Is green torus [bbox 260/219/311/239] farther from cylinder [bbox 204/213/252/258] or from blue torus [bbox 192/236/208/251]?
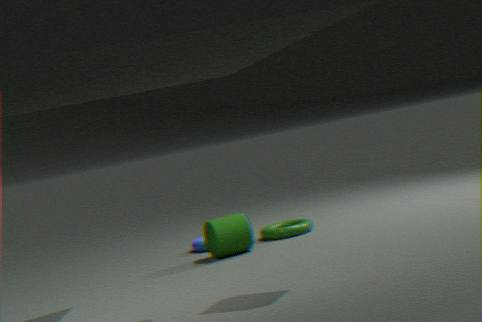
cylinder [bbox 204/213/252/258]
